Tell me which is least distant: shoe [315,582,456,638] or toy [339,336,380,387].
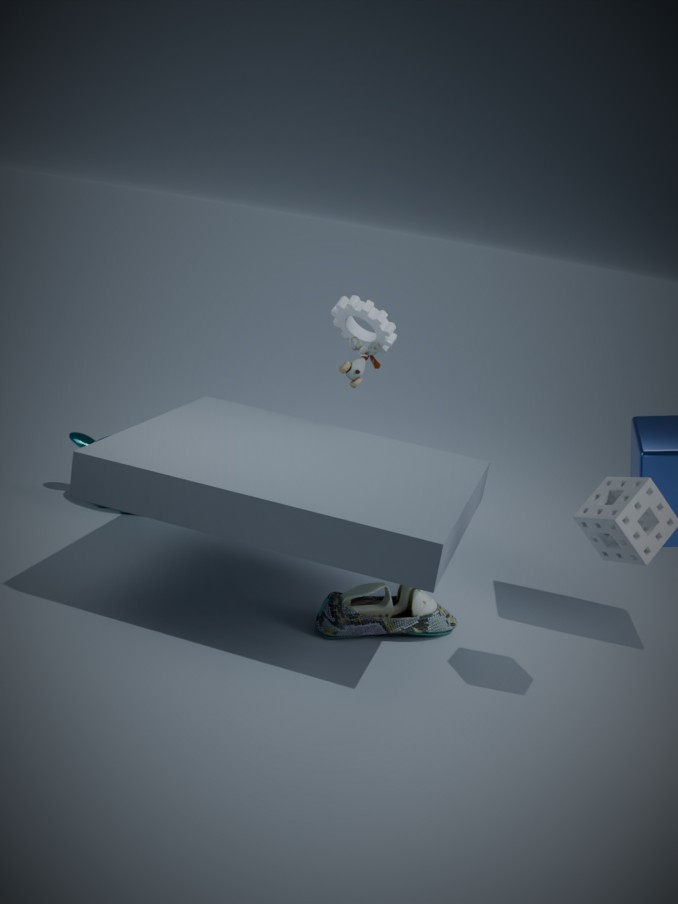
shoe [315,582,456,638]
